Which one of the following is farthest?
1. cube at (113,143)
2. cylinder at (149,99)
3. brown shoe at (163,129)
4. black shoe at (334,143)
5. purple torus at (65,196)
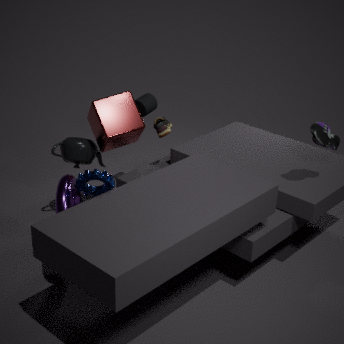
cylinder at (149,99)
